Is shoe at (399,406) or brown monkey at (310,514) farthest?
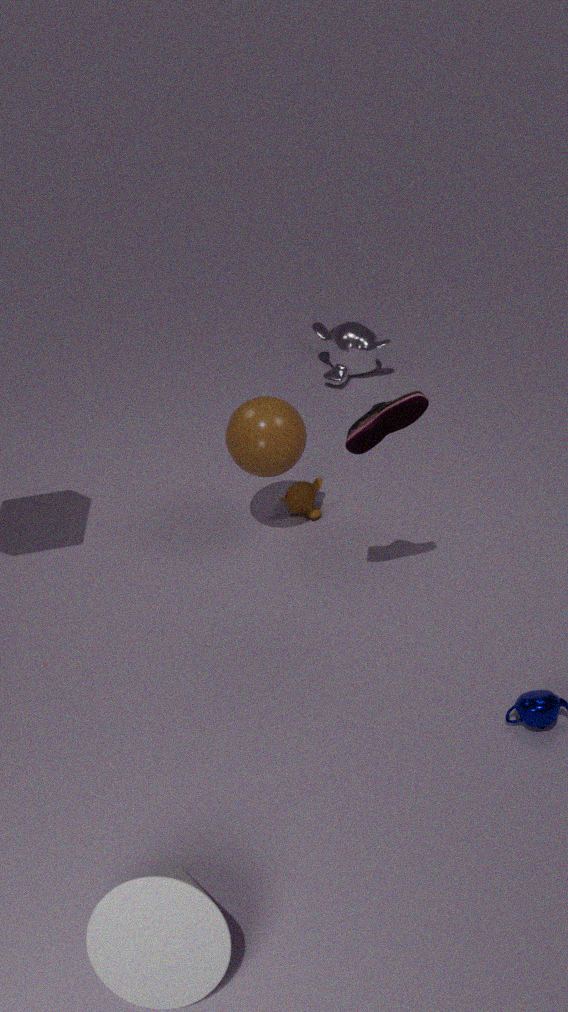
brown monkey at (310,514)
